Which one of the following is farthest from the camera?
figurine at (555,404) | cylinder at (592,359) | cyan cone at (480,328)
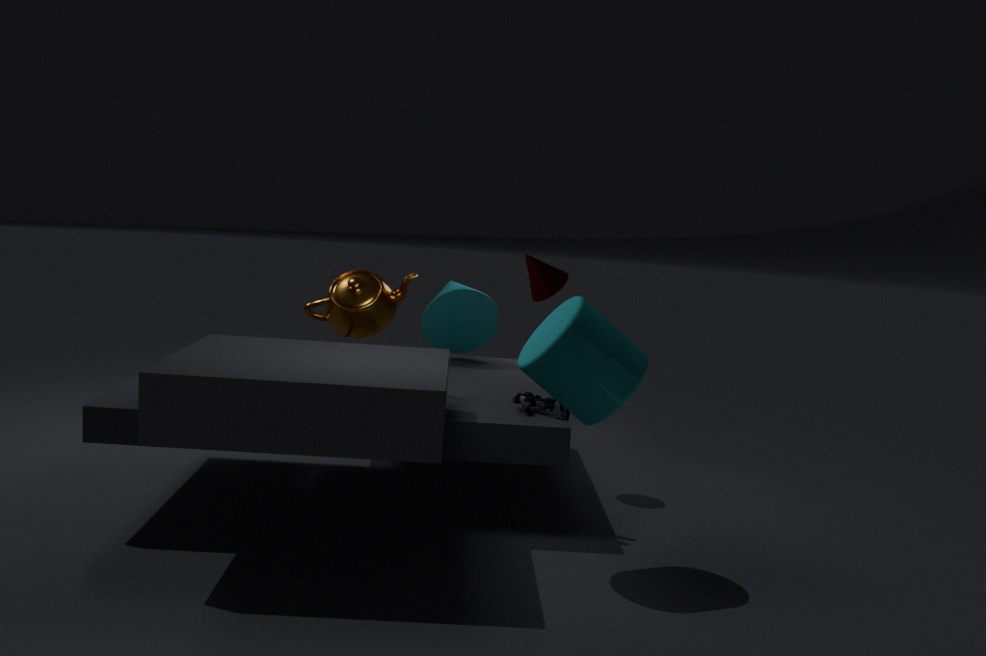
cyan cone at (480,328)
